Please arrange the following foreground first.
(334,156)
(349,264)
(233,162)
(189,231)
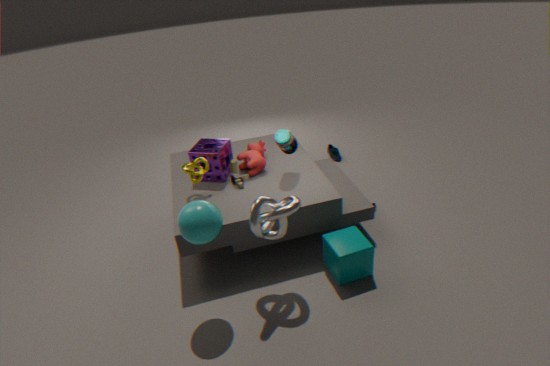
(189,231) < (349,264) < (233,162) < (334,156)
